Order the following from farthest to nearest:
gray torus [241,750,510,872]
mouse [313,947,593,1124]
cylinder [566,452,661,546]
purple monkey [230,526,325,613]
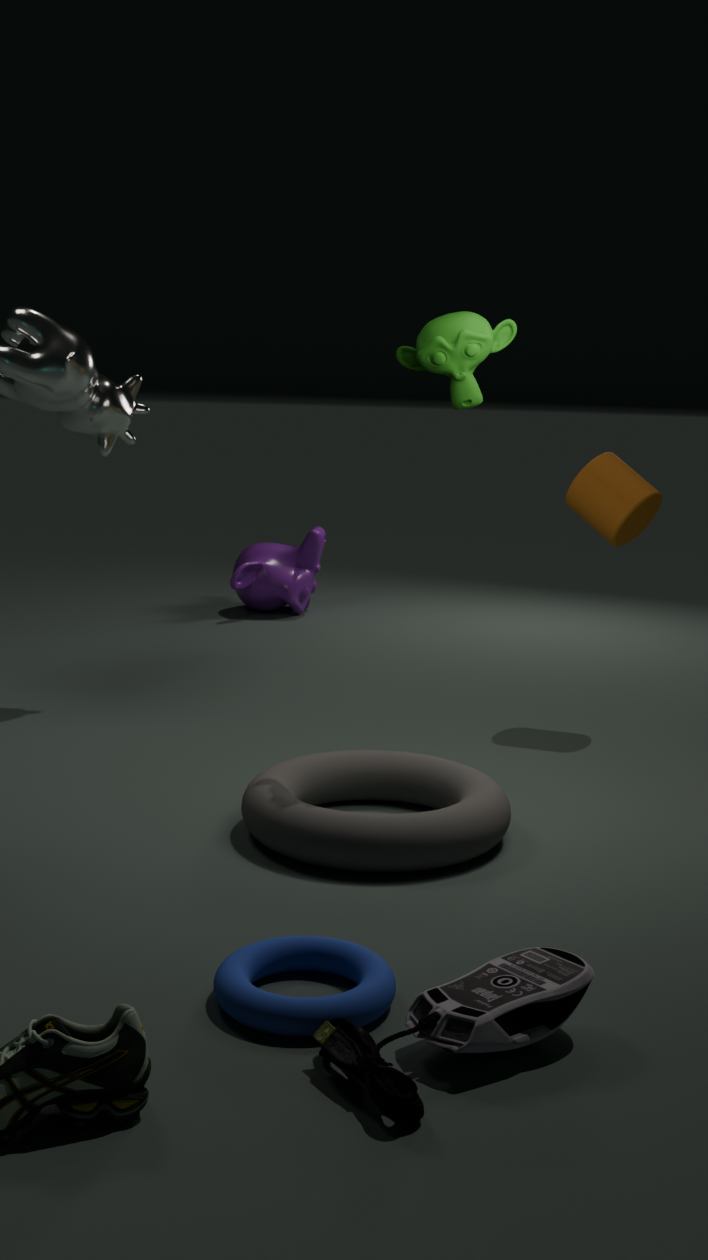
purple monkey [230,526,325,613] → cylinder [566,452,661,546] → gray torus [241,750,510,872] → mouse [313,947,593,1124]
